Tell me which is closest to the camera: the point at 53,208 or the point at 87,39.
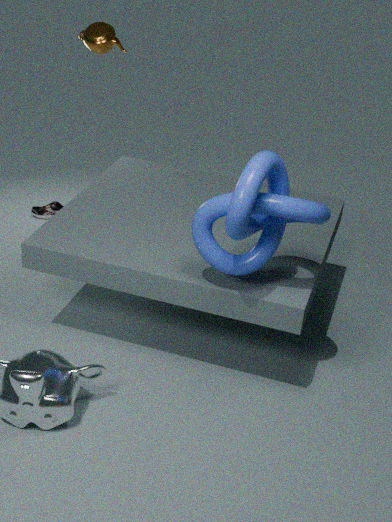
the point at 87,39
